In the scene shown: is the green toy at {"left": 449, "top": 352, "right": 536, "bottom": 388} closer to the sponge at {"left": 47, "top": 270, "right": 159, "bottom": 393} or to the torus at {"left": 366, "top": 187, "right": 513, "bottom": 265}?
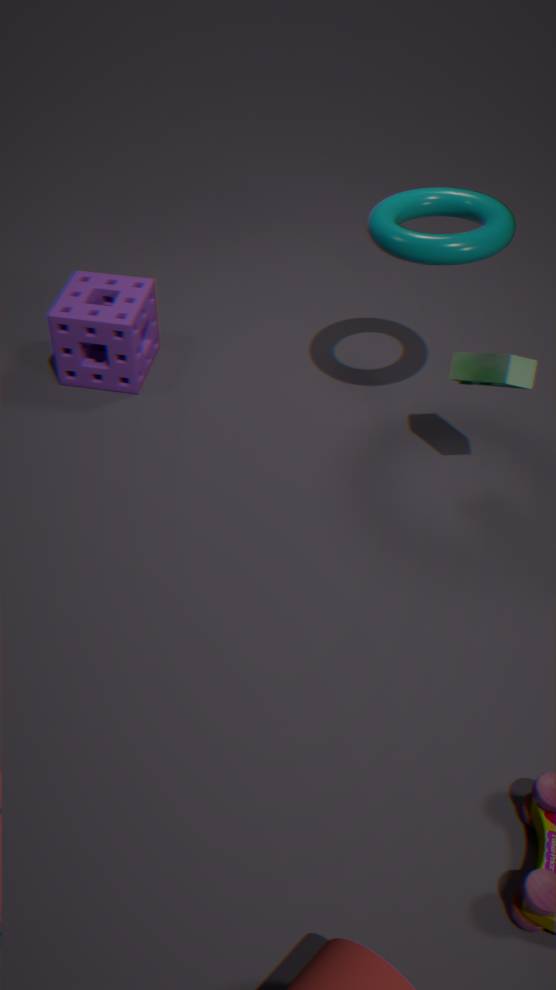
the torus at {"left": 366, "top": 187, "right": 513, "bottom": 265}
